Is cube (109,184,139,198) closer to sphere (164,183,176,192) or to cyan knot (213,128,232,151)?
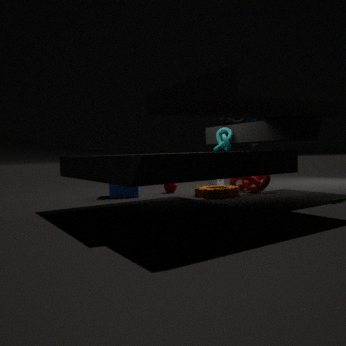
sphere (164,183,176,192)
